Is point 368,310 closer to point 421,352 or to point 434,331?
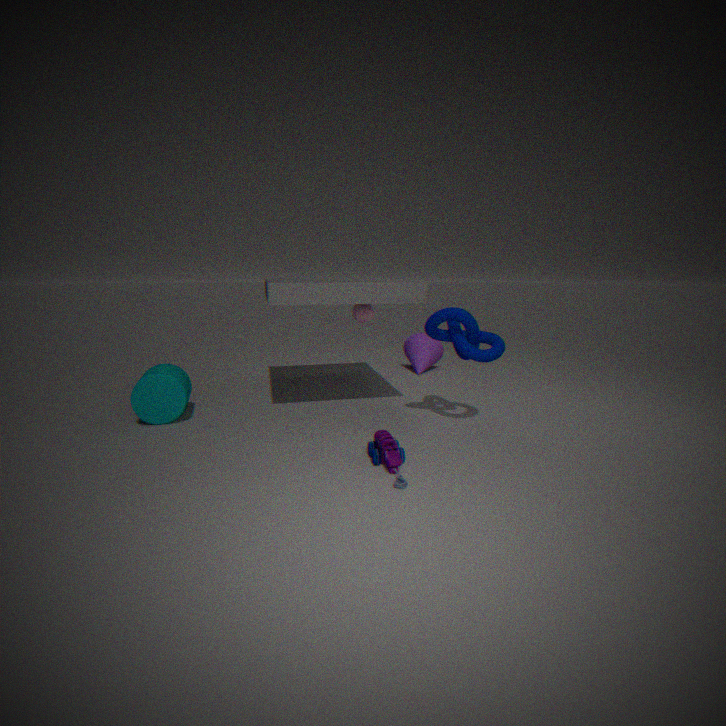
point 434,331
